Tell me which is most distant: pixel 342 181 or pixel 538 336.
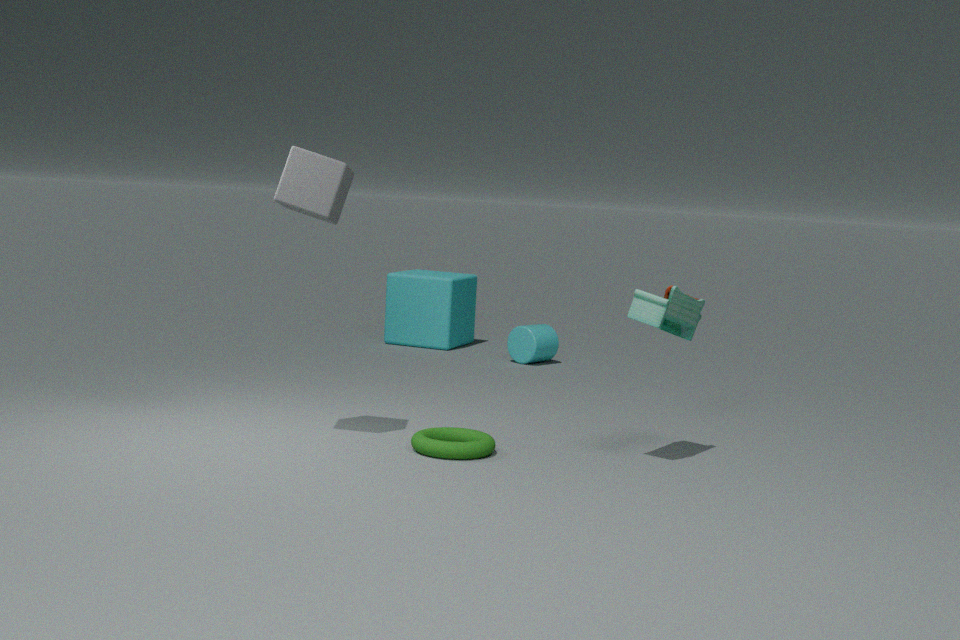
pixel 538 336
